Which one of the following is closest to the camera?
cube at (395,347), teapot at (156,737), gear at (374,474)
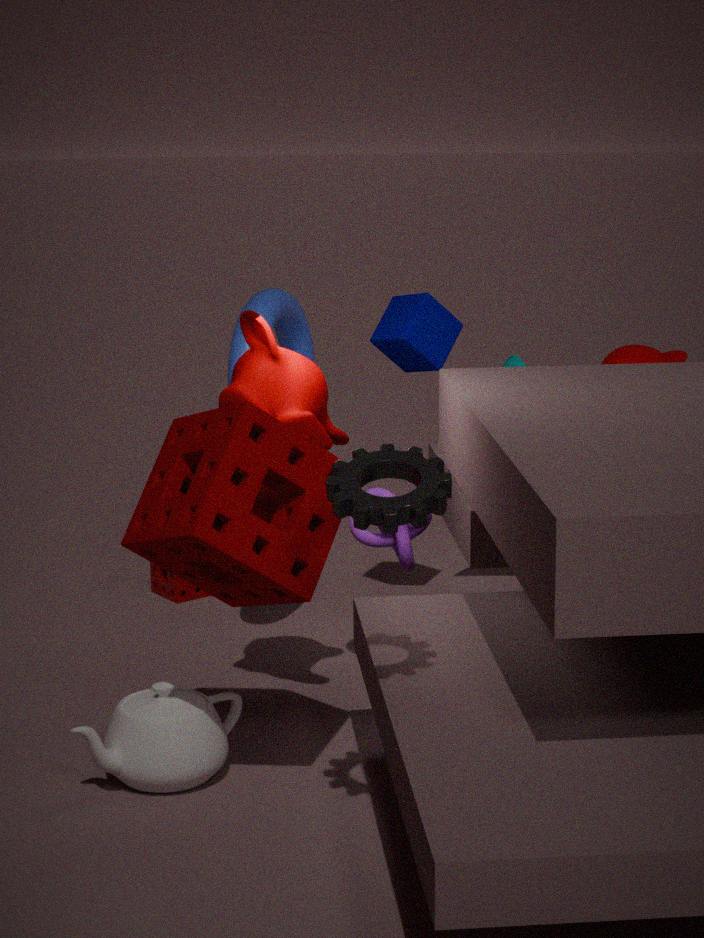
gear at (374,474)
